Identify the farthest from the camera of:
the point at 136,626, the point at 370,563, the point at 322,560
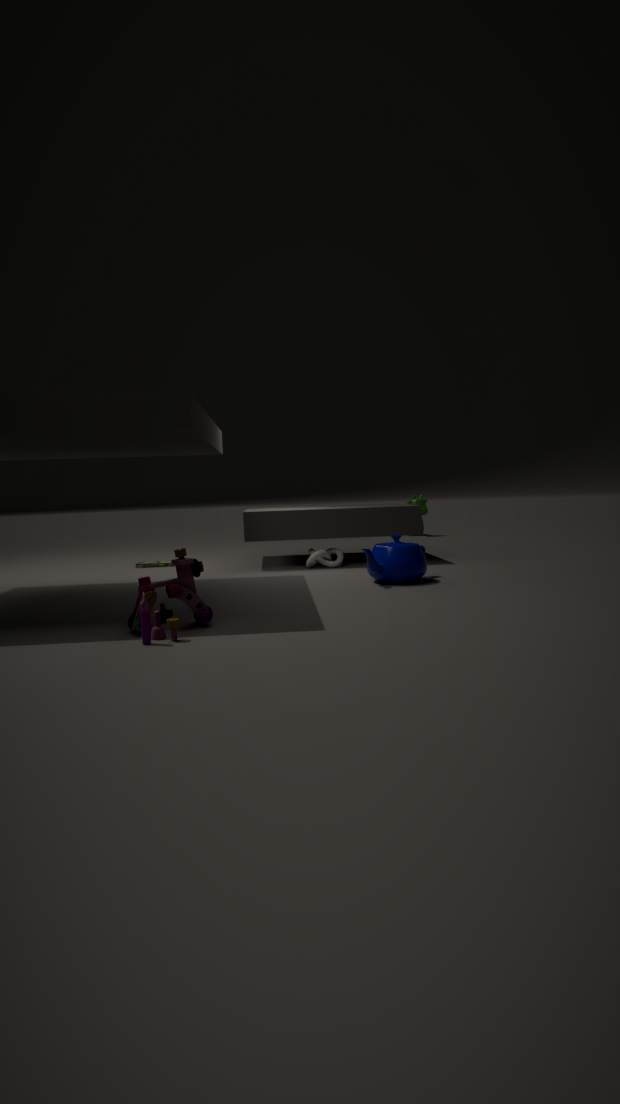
the point at 322,560
